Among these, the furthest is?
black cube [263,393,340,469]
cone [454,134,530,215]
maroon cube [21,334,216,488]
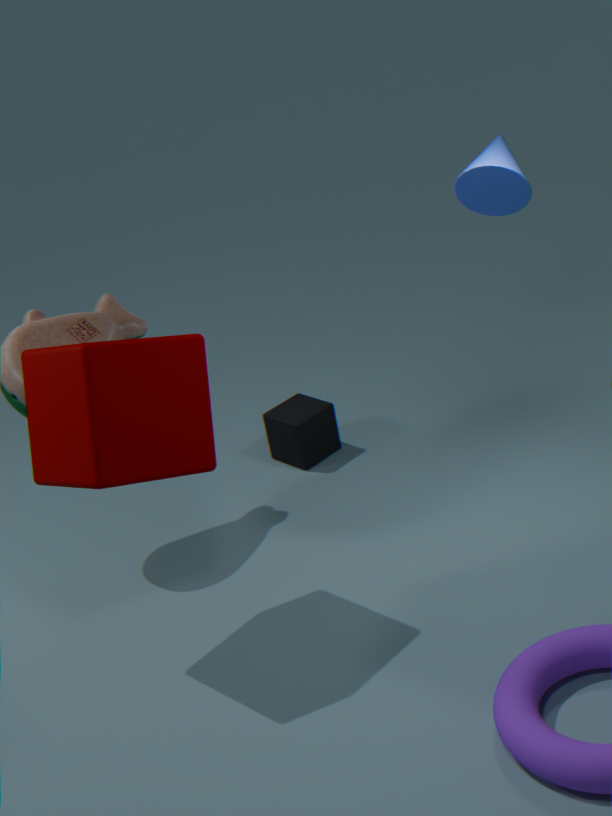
black cube [263,393,340,469]
